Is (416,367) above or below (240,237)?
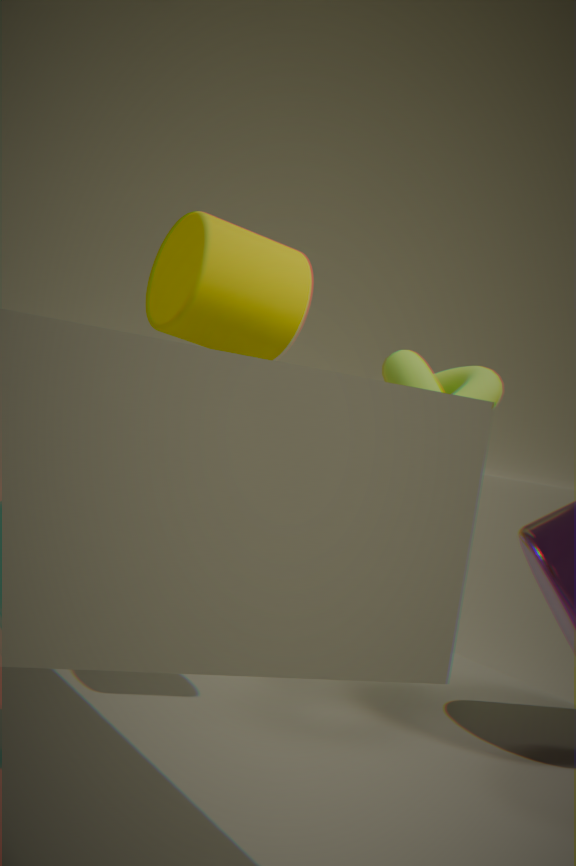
below
